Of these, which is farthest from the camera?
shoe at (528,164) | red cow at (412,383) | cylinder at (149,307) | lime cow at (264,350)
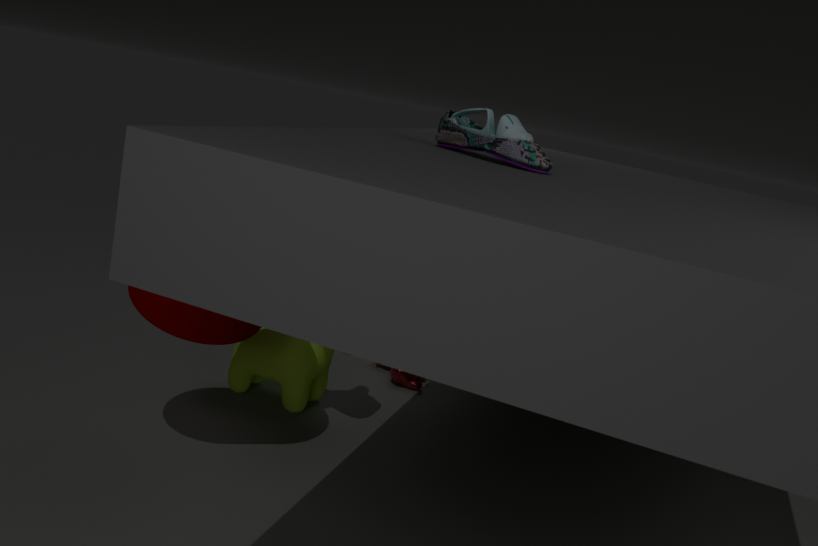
red cow at (412,383)
